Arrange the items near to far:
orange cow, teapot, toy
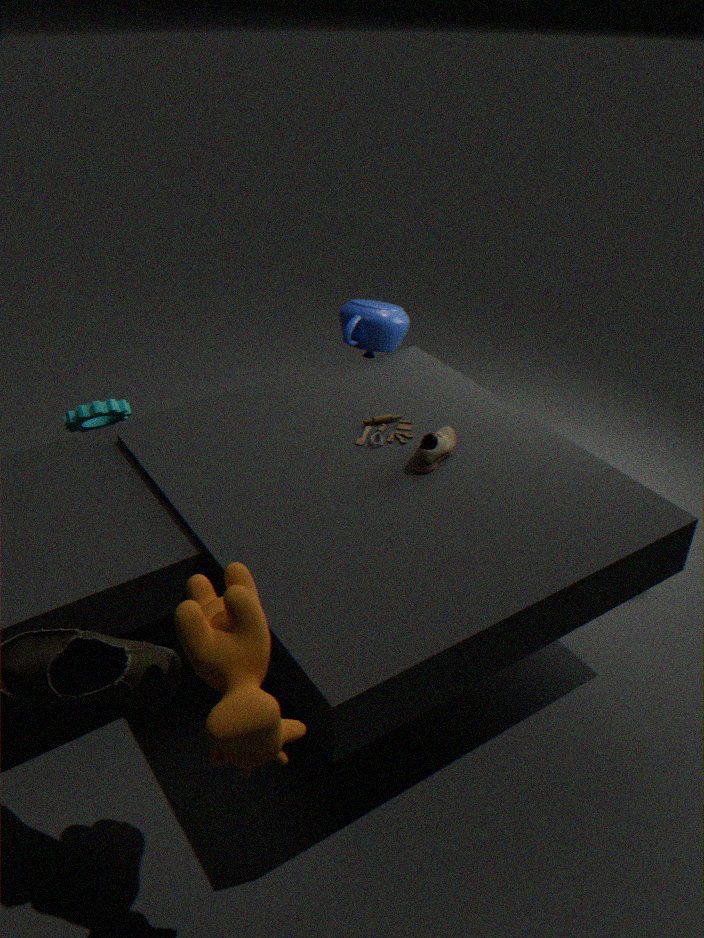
orange cow → toy → teapot
